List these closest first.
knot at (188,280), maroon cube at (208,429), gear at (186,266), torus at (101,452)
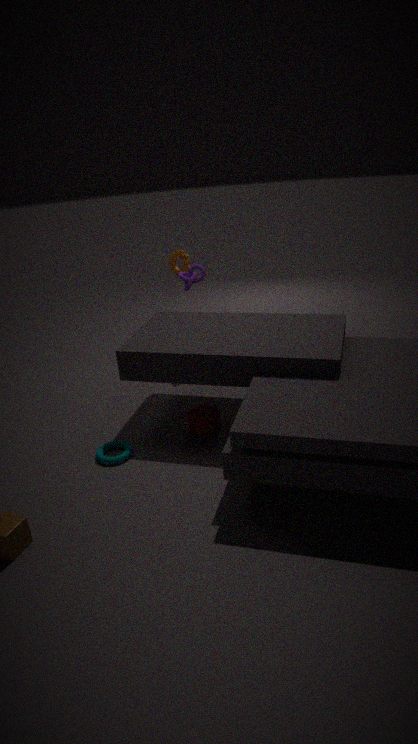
torus at (101,452), maroon cube at (208,429), knot at (188,280), gear at (186,266)
